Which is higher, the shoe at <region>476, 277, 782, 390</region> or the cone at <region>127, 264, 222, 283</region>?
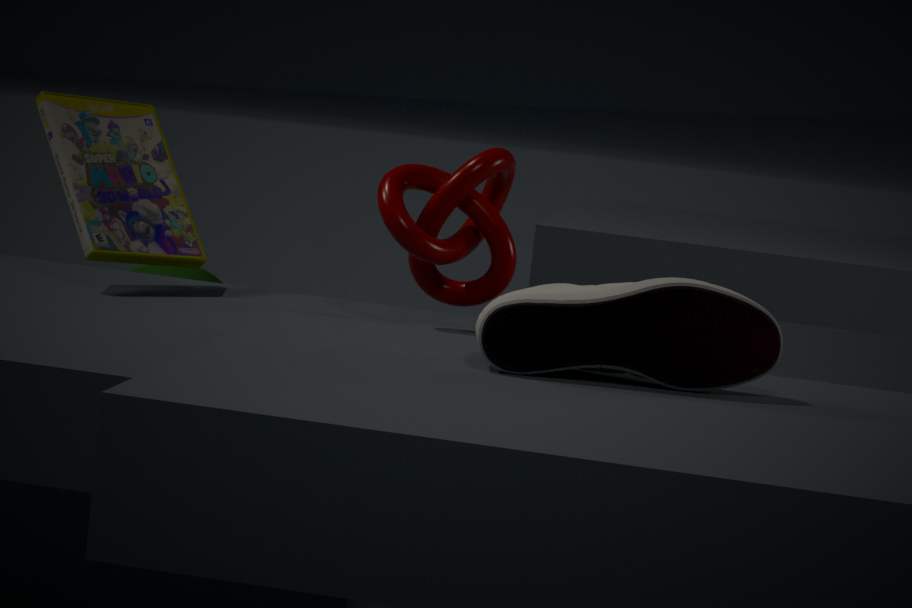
the shoe at <region>476, 277, 782, 390</region>
